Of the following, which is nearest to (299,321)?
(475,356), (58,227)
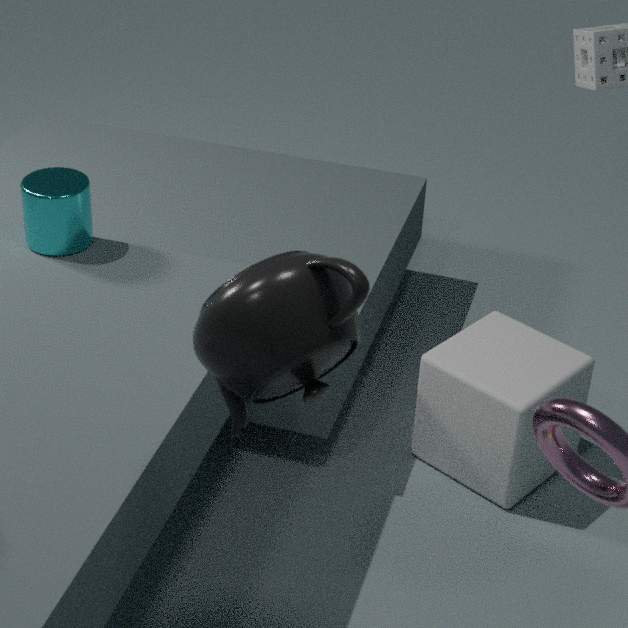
(58,227)
